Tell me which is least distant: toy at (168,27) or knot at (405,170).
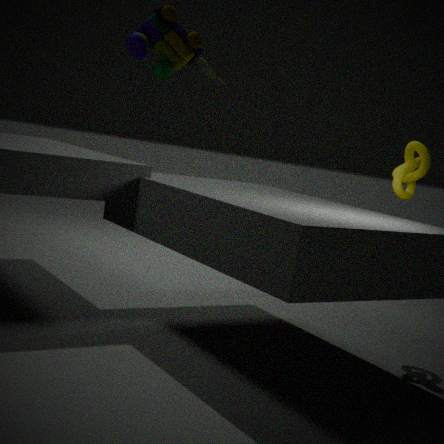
toy at (168,27)
